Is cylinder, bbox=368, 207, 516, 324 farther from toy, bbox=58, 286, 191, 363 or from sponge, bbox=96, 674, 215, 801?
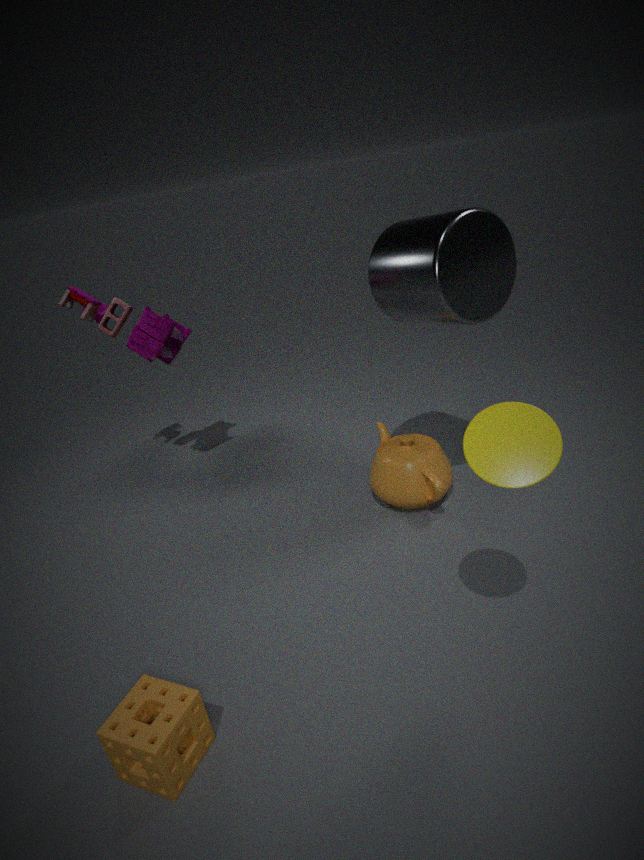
sponge, bbox=96, 674, 215, 801
